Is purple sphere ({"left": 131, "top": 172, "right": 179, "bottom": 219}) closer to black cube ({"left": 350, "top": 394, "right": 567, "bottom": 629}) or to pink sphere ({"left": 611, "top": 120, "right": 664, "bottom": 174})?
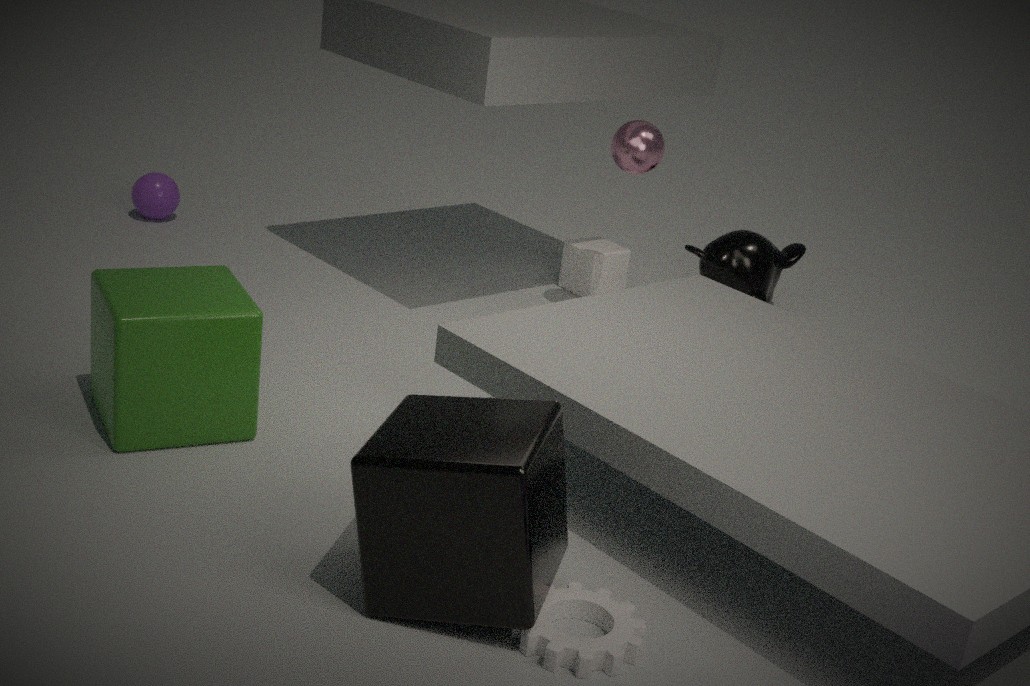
pink sphere ({"left": 611, "top": 120, "right": 664, "bottom": 174})
